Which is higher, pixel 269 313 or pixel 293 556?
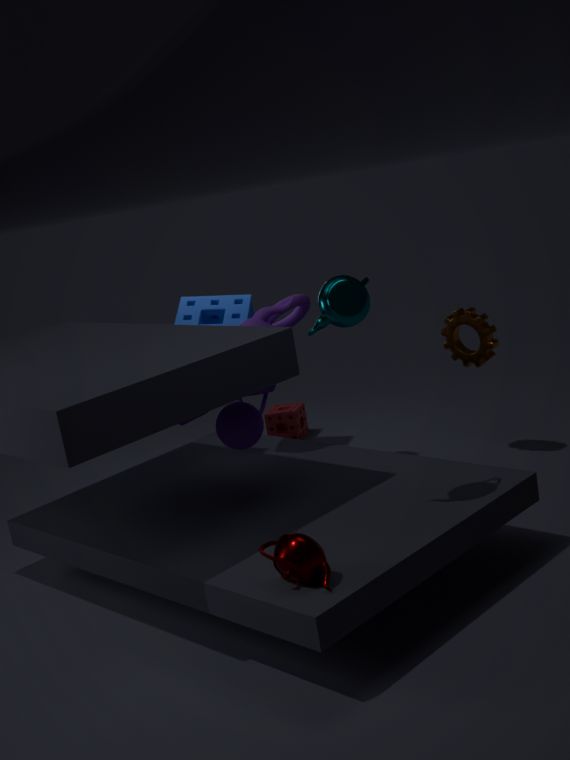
pixel 269 313
